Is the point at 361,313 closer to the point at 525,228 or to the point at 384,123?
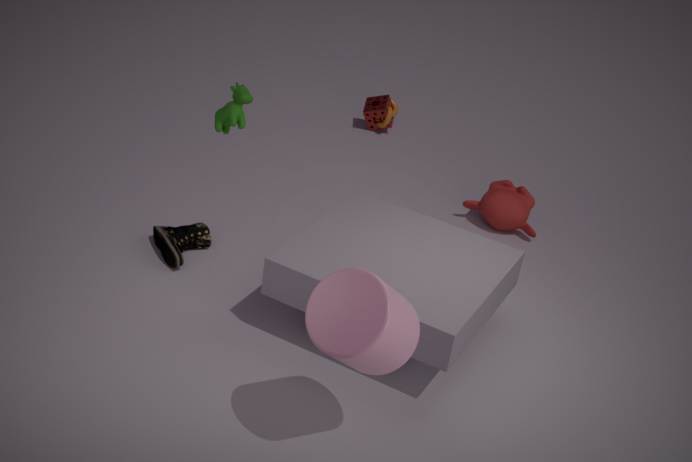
the point at 525,228
